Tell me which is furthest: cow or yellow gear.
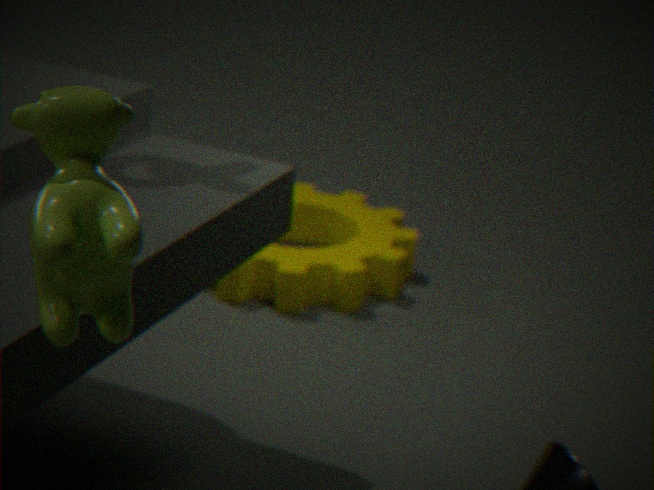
yellow gear
